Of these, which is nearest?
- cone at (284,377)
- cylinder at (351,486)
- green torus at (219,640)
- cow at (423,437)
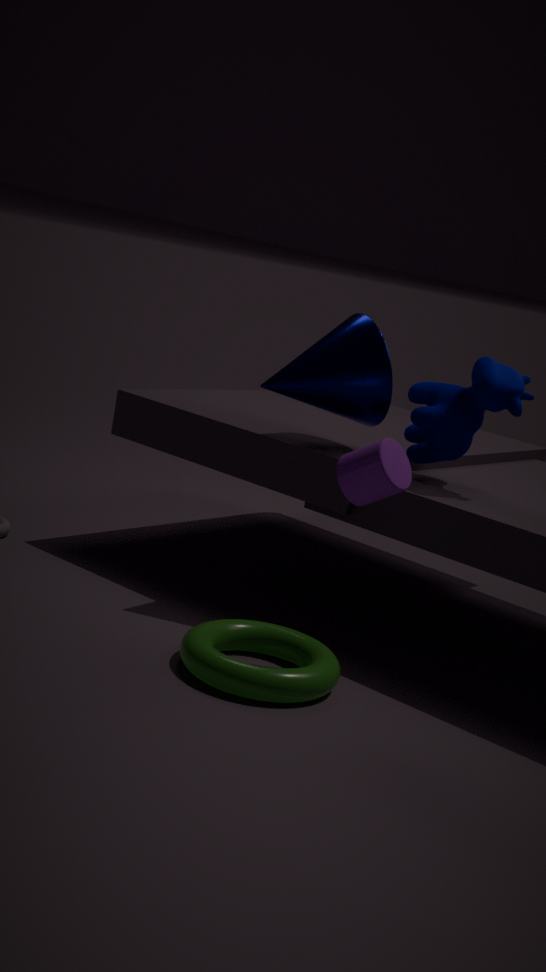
green torus at (219,640)
